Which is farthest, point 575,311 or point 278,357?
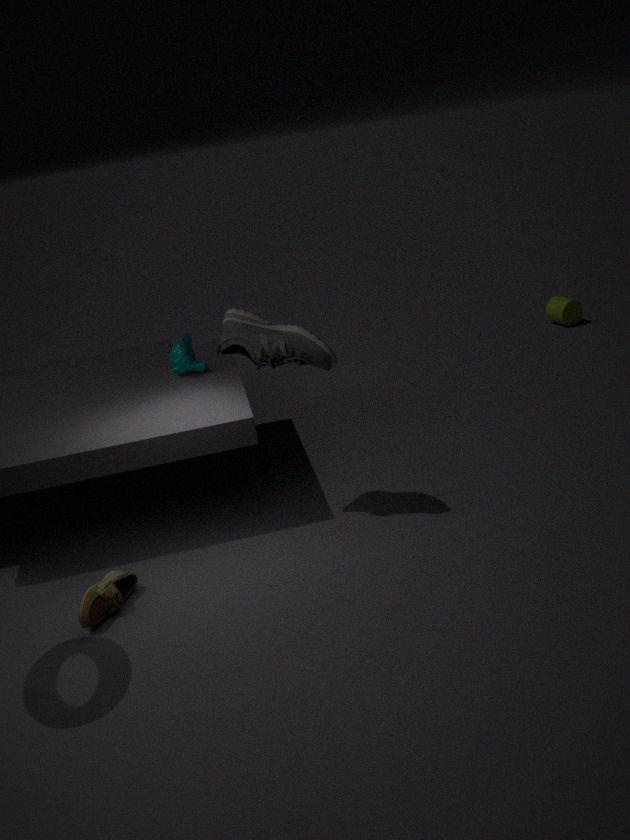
point 575,311
